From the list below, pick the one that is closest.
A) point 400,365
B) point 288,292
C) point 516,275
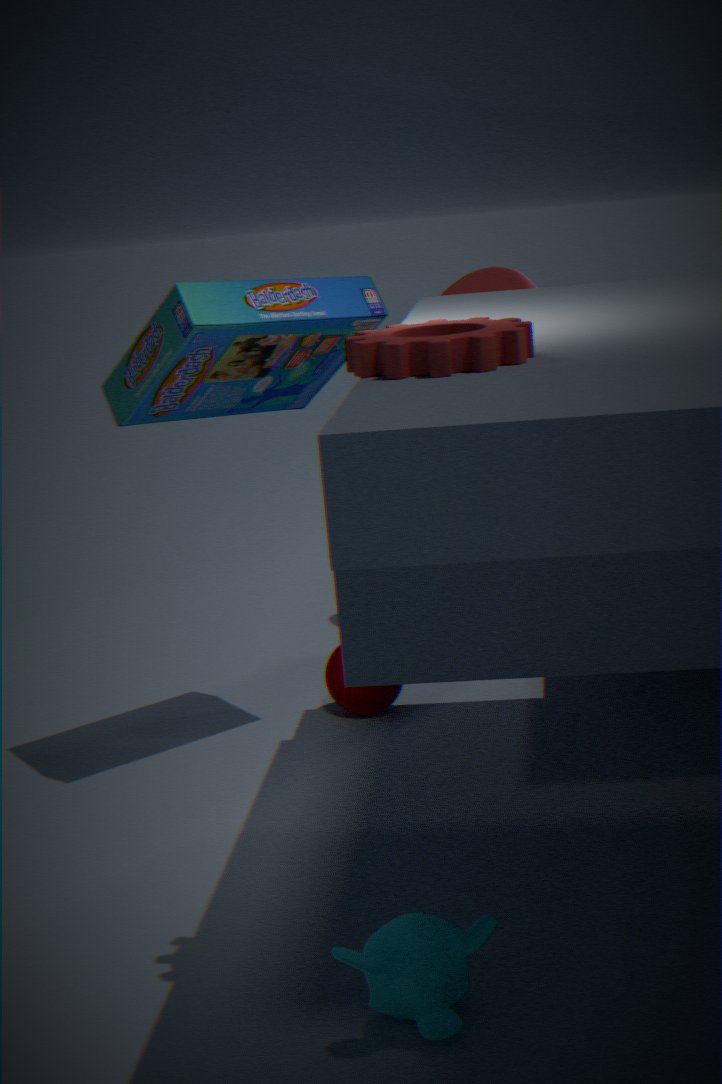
point 400,365
